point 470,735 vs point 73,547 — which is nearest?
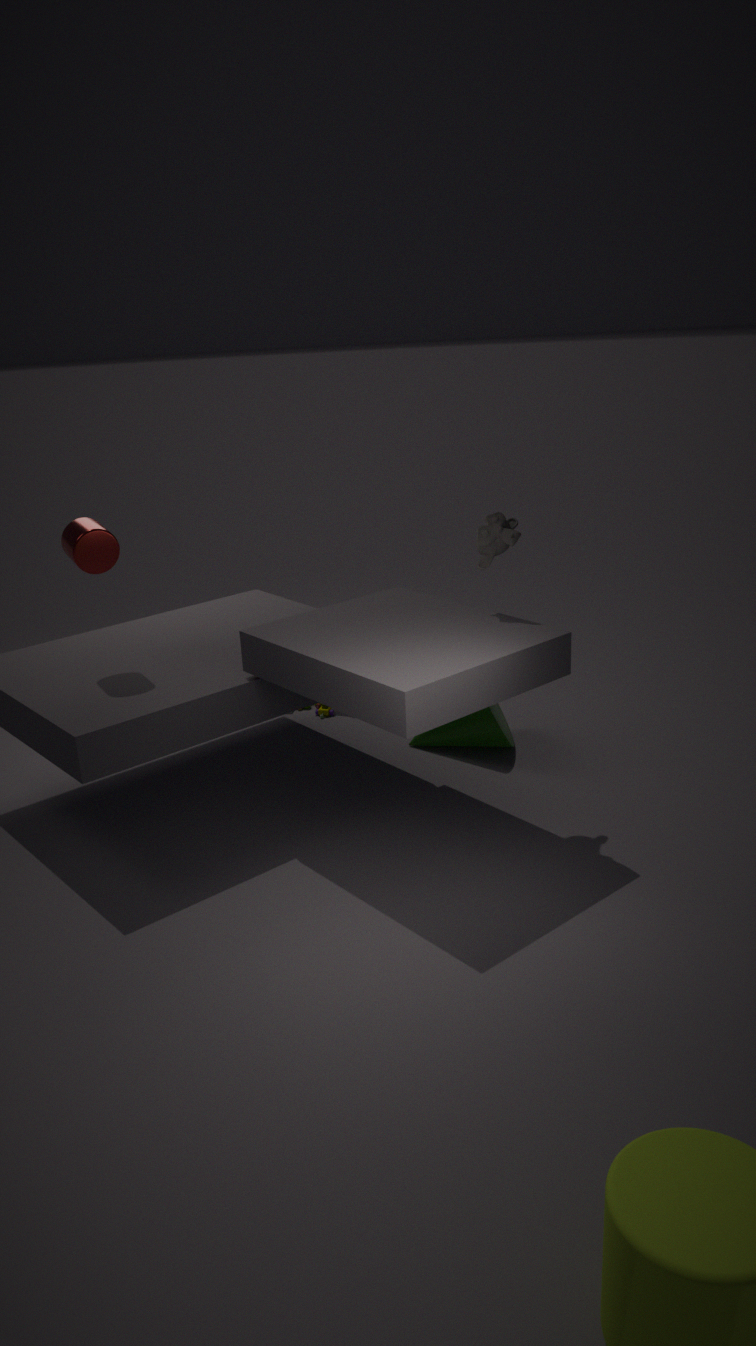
point 73,547
